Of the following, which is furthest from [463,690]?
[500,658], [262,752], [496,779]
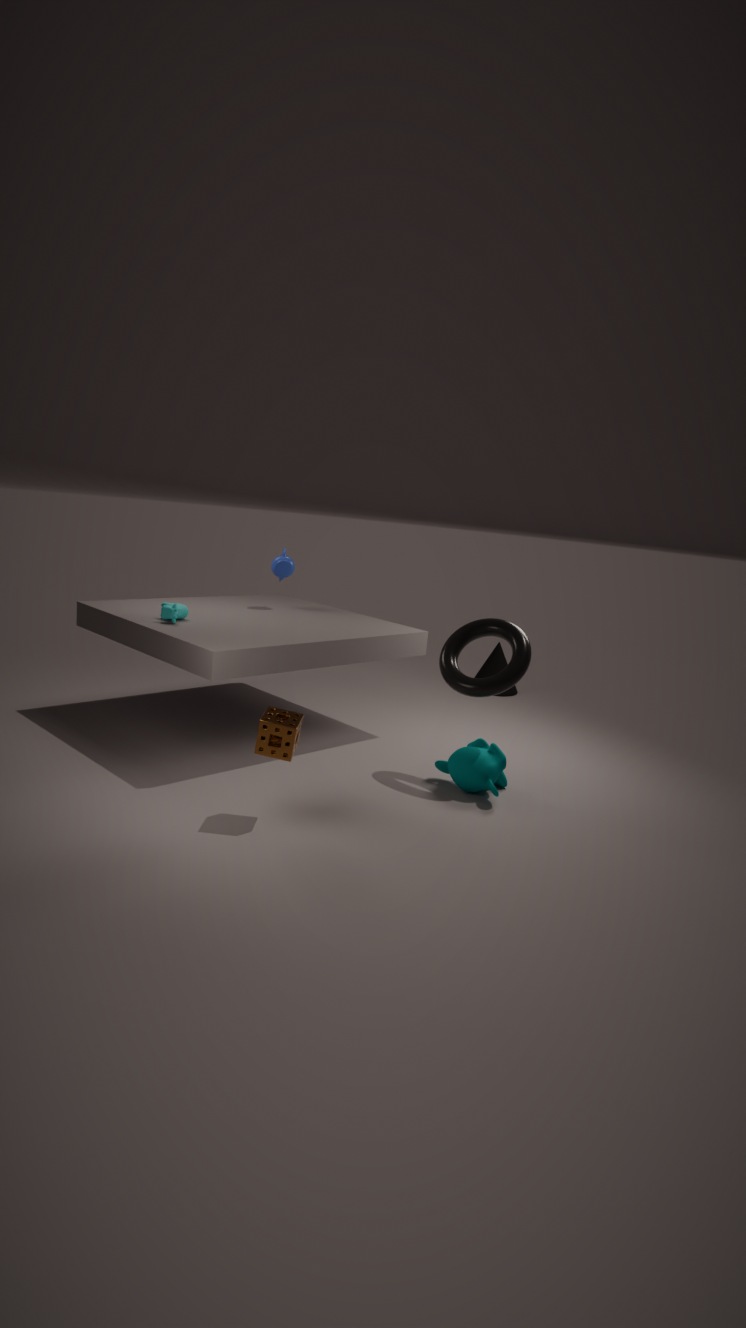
[500,658]
